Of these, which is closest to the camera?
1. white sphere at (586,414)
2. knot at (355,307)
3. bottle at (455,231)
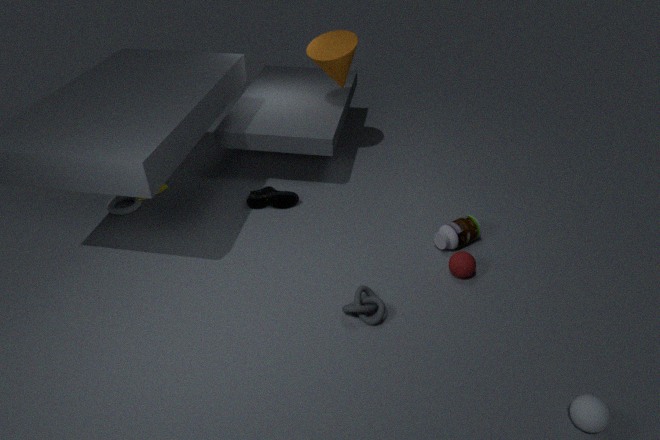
white sphere at (586,414)
